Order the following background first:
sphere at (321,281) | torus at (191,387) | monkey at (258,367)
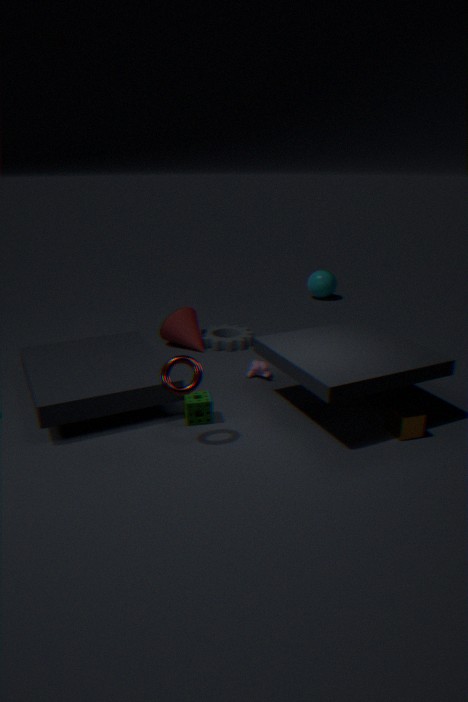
sphere at (321,281), monkey at (258,367), torus at (191,387)
